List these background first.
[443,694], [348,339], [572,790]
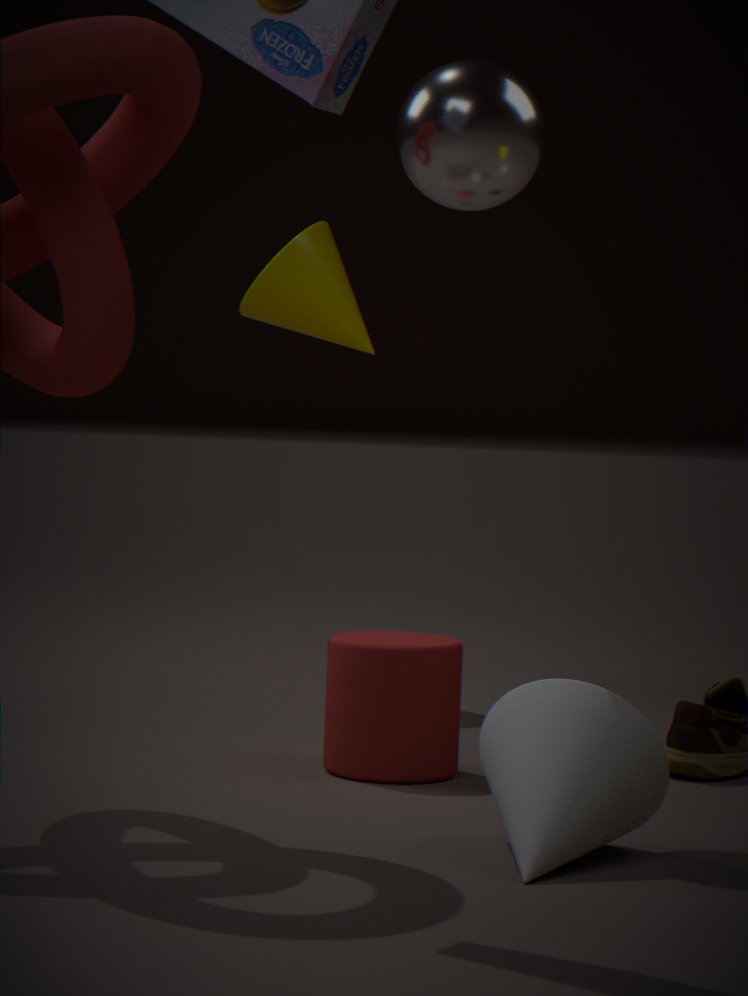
[348,339], [443,694], [572,790]
